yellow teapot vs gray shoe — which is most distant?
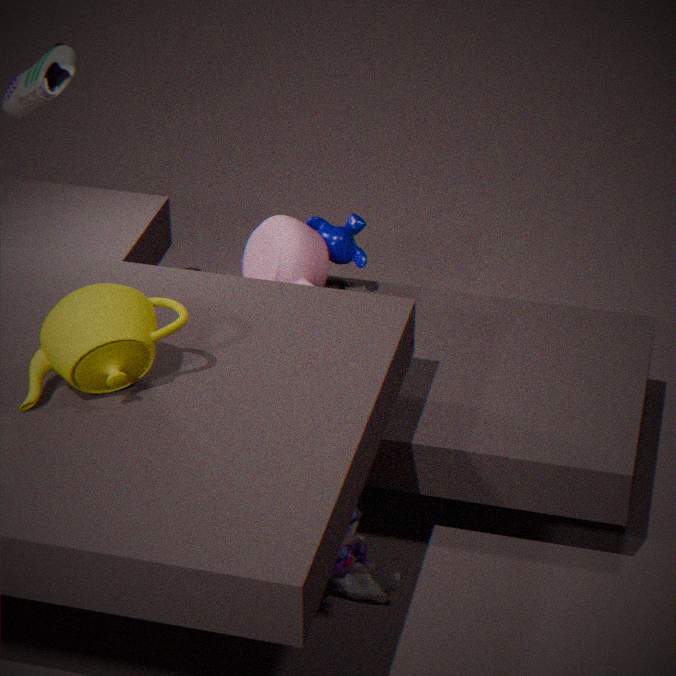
gray shoe
